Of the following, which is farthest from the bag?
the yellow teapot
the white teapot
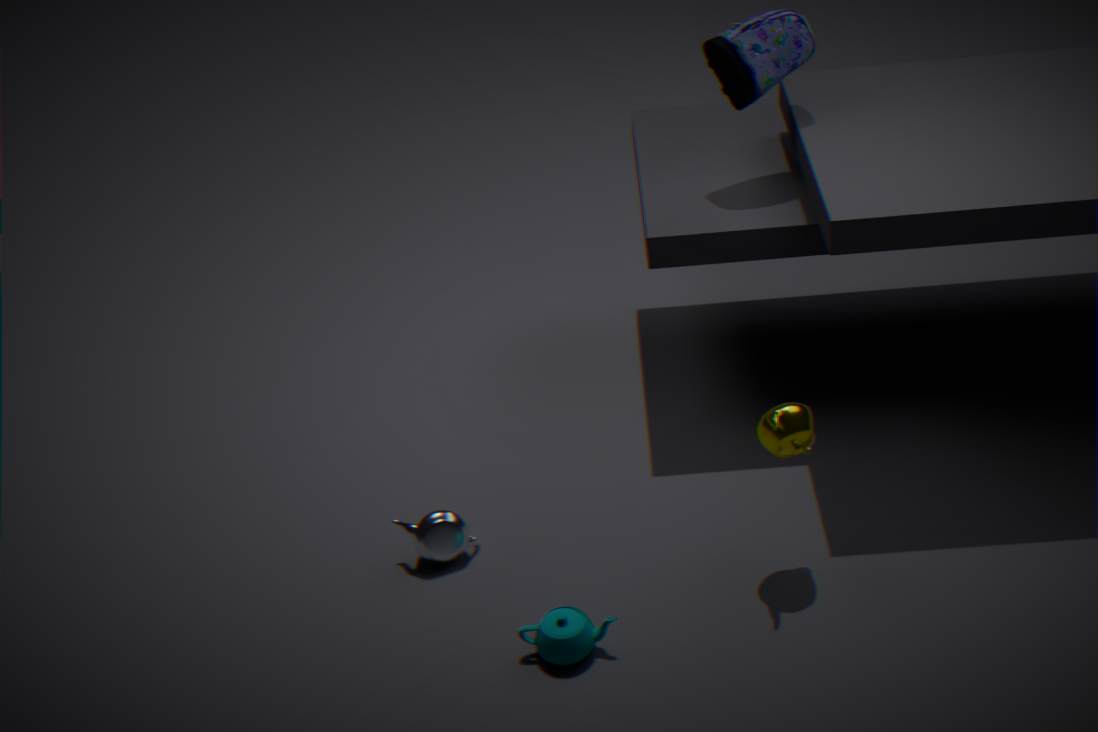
the white teapot
